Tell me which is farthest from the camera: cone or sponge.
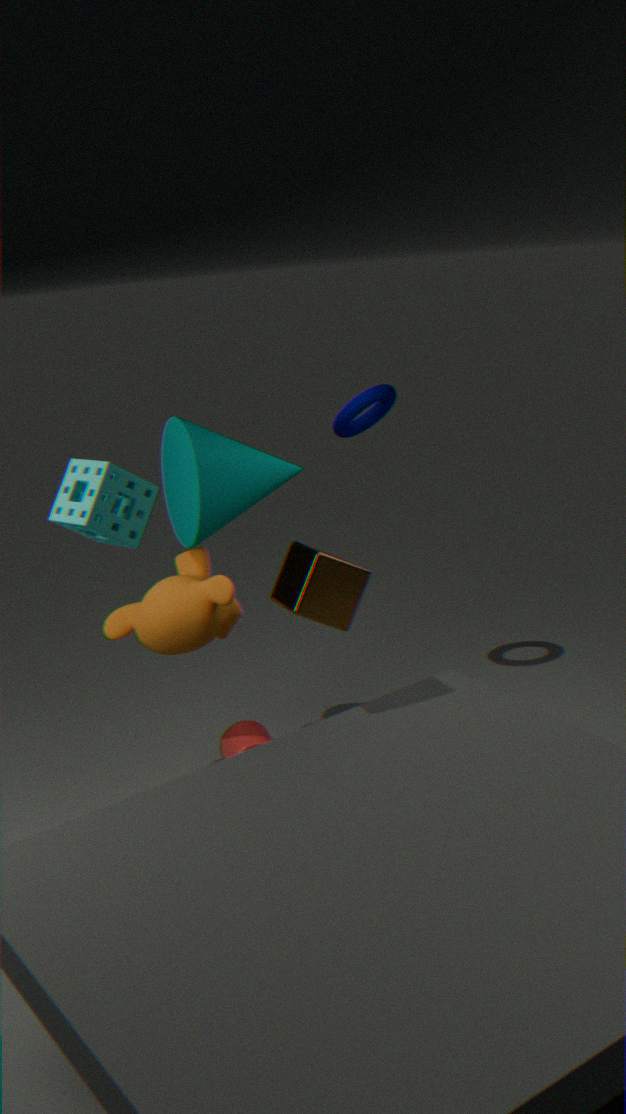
cone
